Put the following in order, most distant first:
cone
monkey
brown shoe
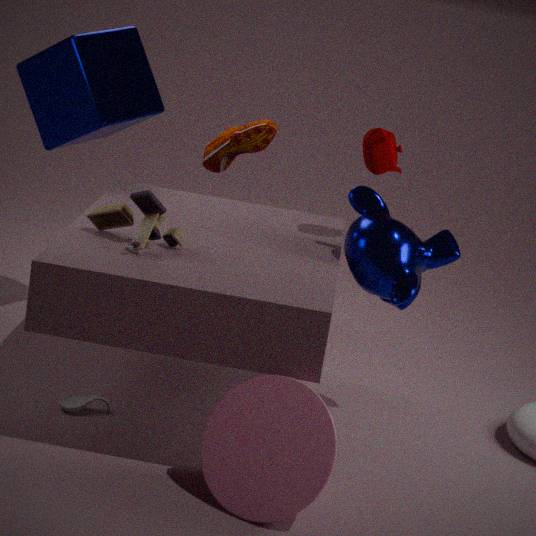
1. brown shoe
2. monkey
3. cone
